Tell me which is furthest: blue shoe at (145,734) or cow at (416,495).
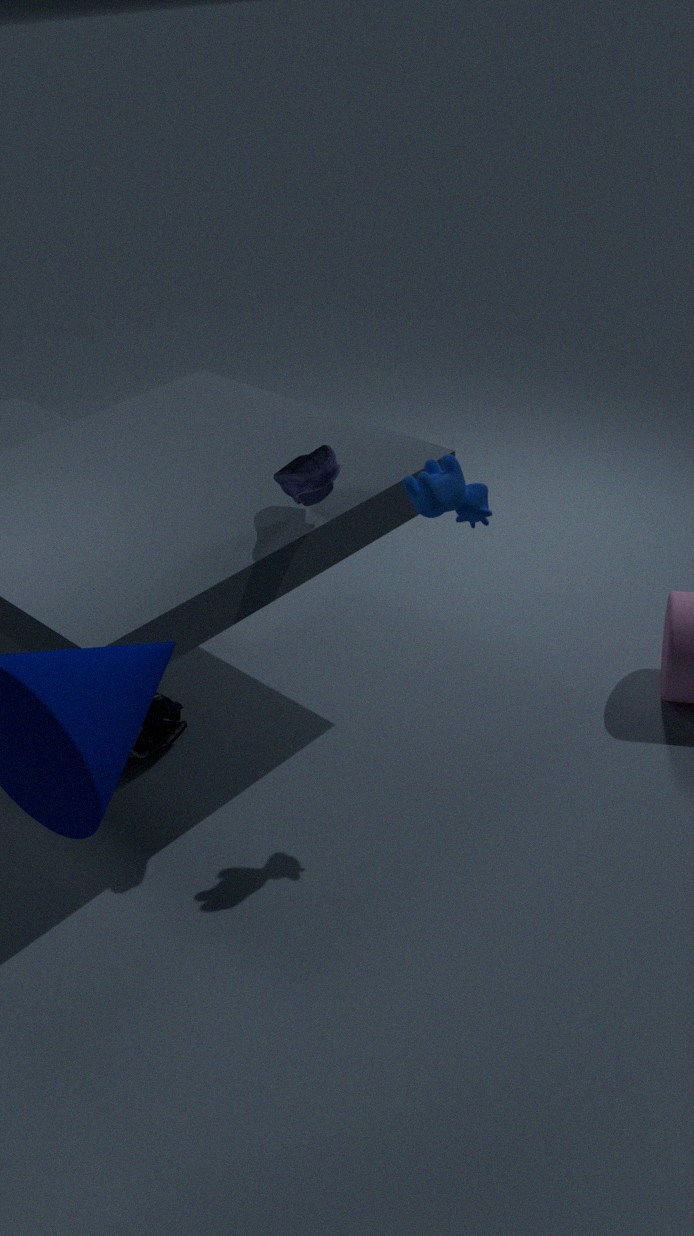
blue shoe at (145,734)
